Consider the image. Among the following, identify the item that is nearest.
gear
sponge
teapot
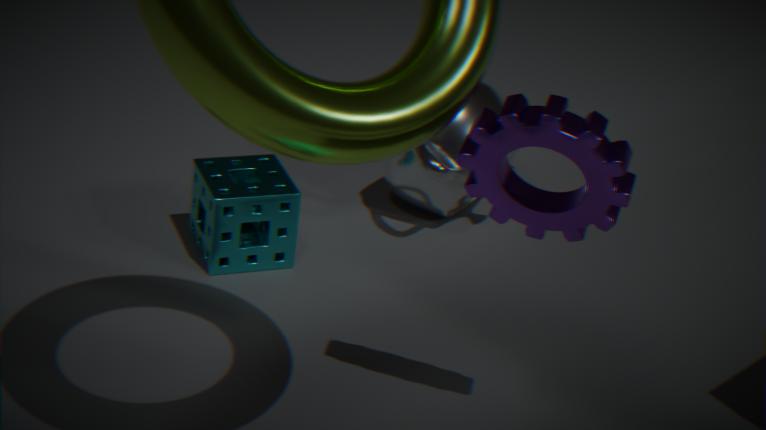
gear
